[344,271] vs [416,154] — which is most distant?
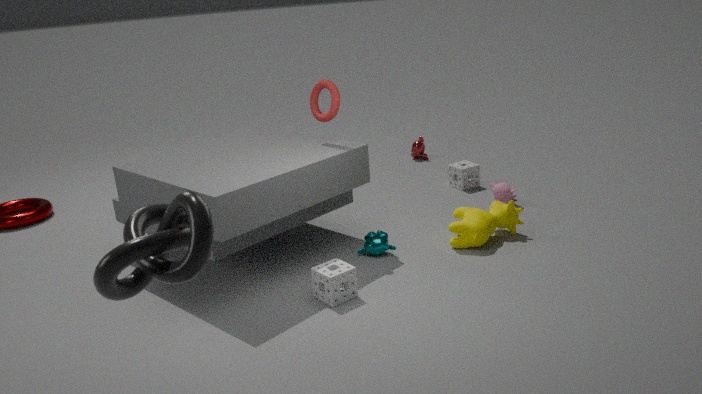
[416,154]
